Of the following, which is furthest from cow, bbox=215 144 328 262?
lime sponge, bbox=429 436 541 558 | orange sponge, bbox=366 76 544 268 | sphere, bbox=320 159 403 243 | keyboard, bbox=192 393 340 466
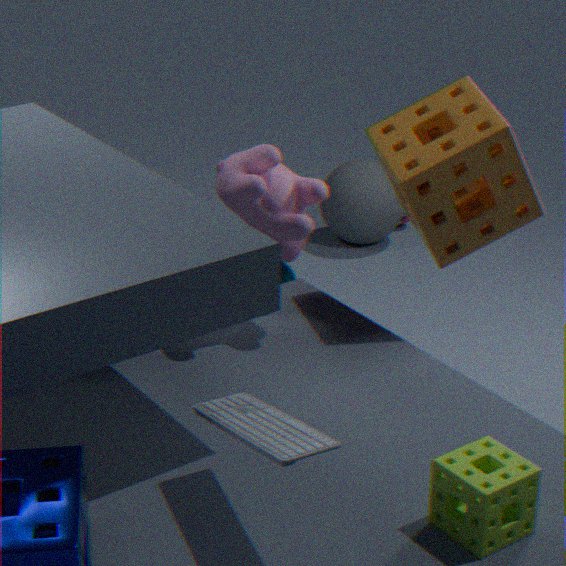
sphere, bbox=320 159 403 243
